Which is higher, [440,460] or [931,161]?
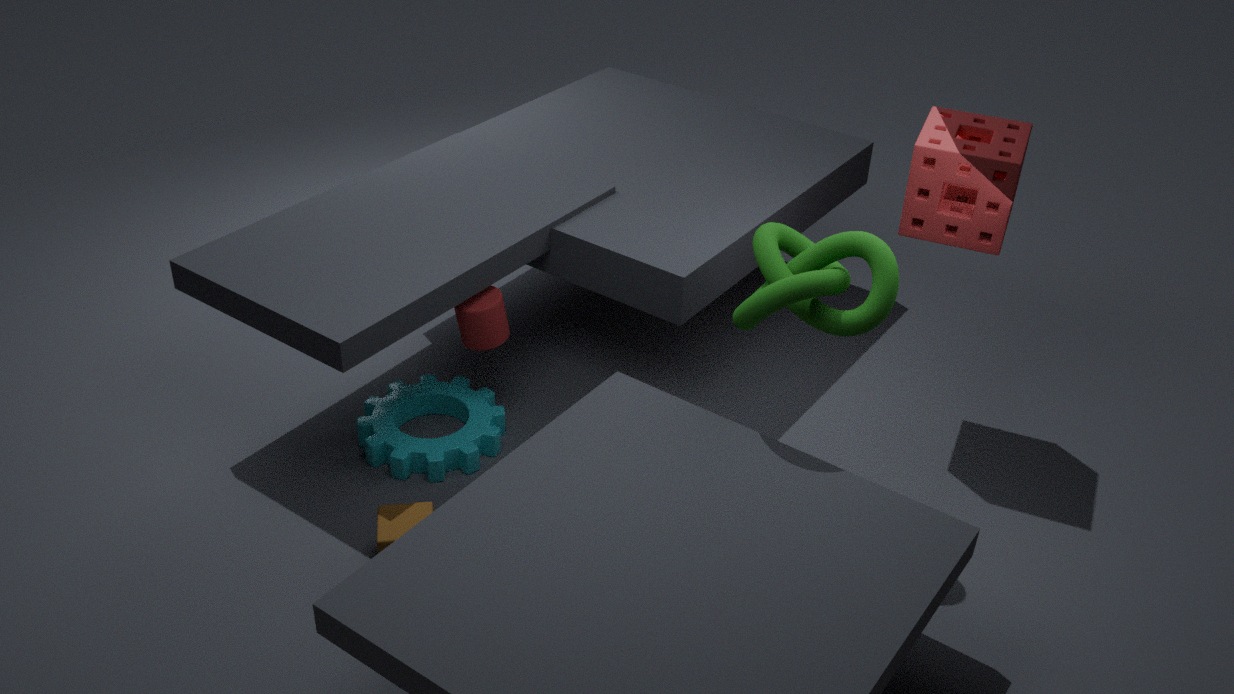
[931,161]
